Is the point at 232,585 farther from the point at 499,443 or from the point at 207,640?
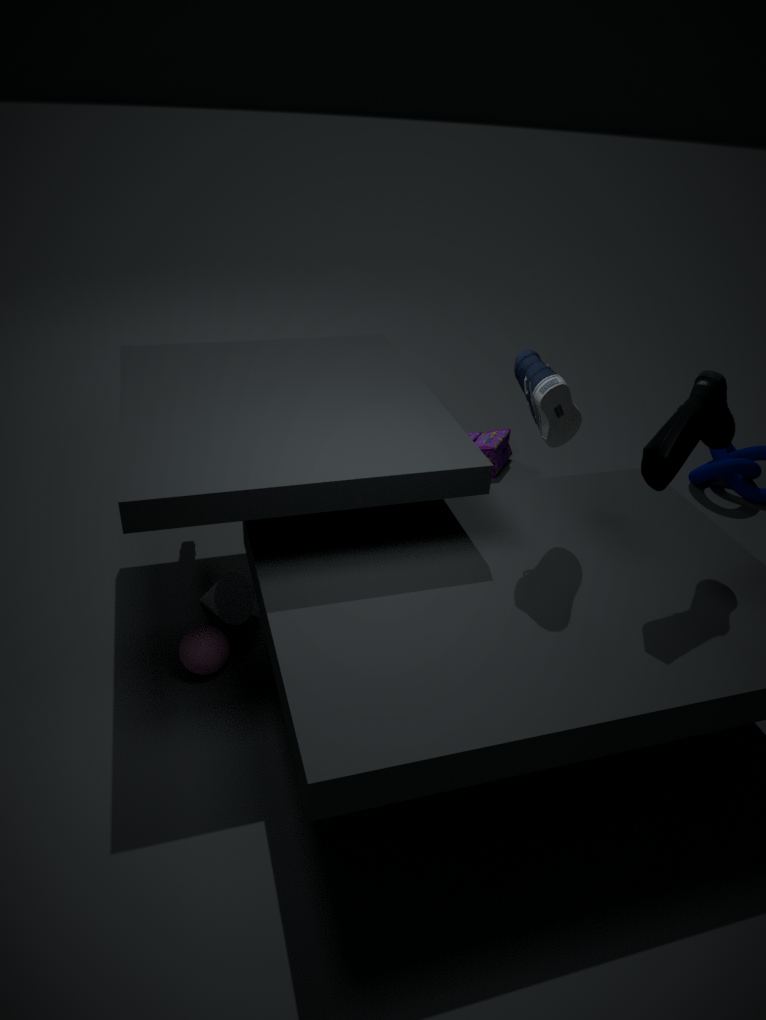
the point at 499,443
